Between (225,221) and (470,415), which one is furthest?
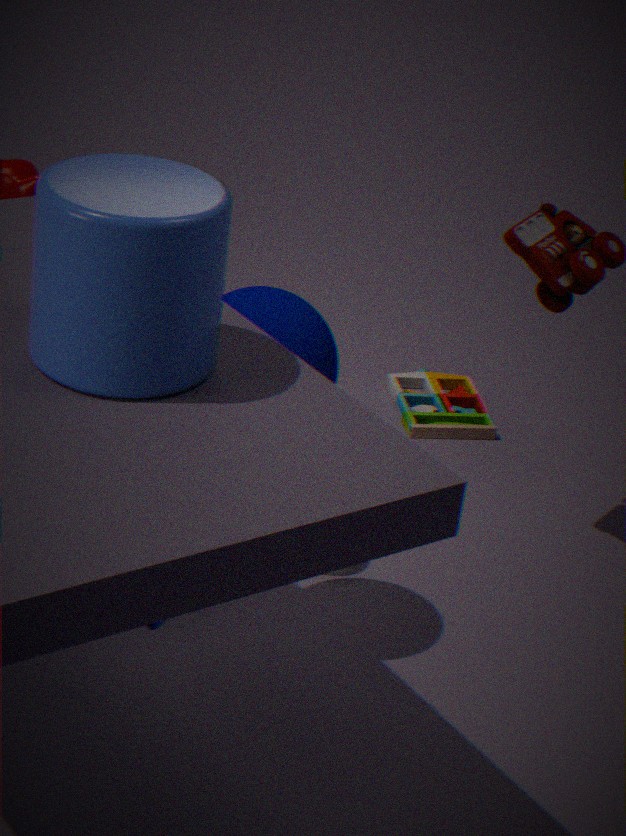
(470,415)
